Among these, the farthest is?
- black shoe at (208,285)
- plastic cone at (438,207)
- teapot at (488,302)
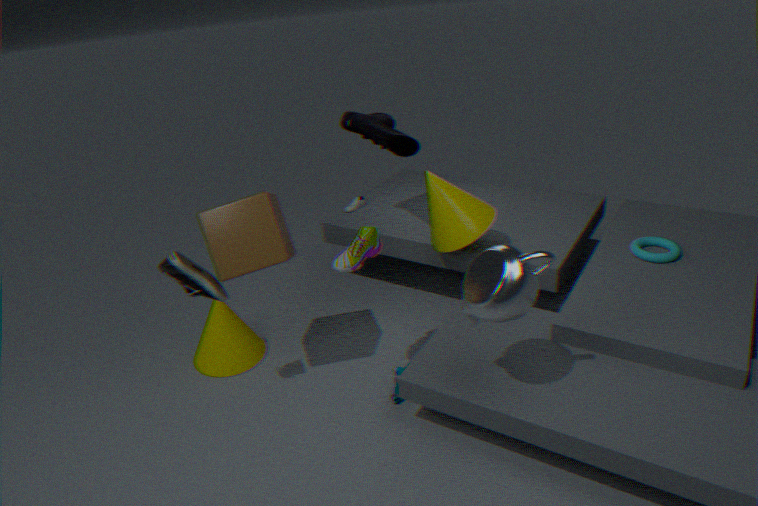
plastic cone at (438,207)
